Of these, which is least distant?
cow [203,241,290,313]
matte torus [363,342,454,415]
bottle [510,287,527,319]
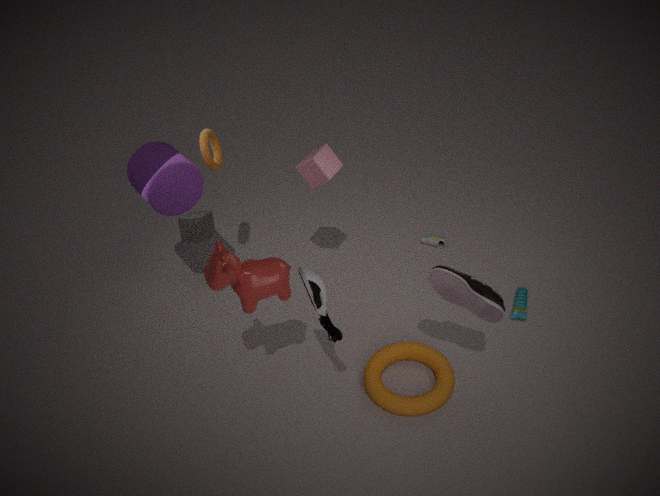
cow [203,241,290,313]
